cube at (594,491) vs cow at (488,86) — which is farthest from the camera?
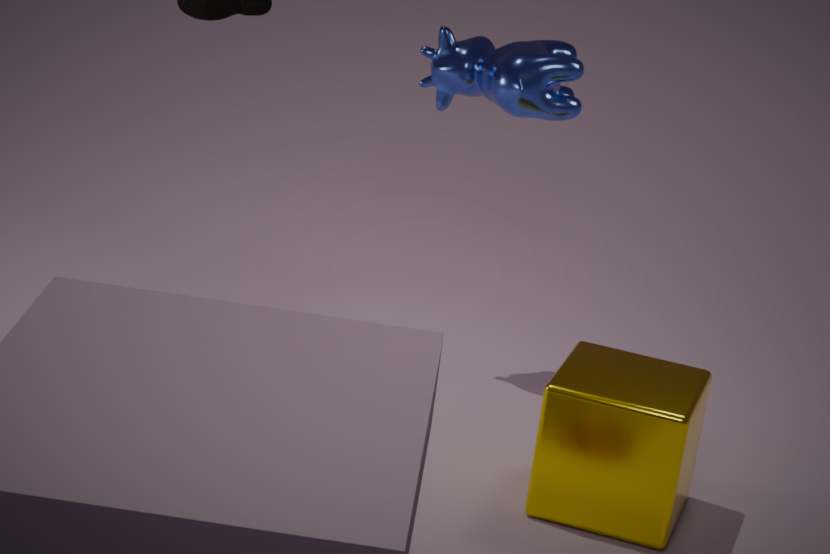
cow at (488,86)
